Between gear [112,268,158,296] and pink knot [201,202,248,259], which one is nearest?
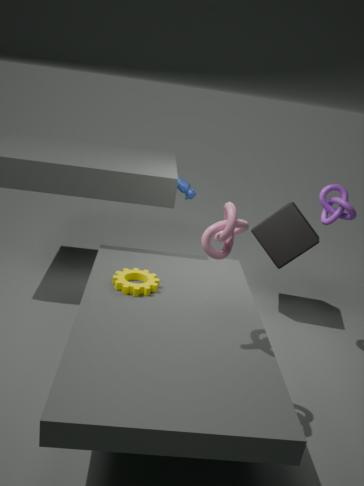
pink knot [201,202,248,259]
